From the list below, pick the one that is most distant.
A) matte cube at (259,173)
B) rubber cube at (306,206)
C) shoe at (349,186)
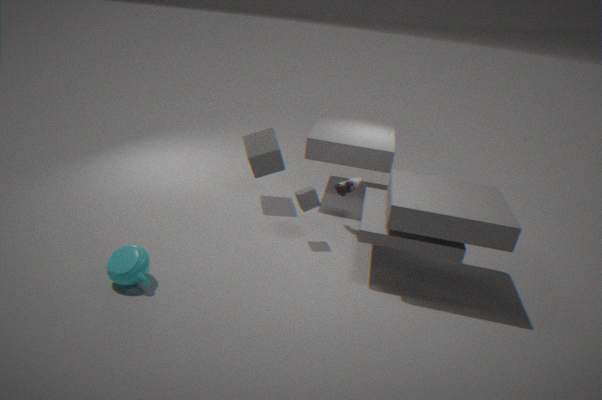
matte cube at (259,173)
